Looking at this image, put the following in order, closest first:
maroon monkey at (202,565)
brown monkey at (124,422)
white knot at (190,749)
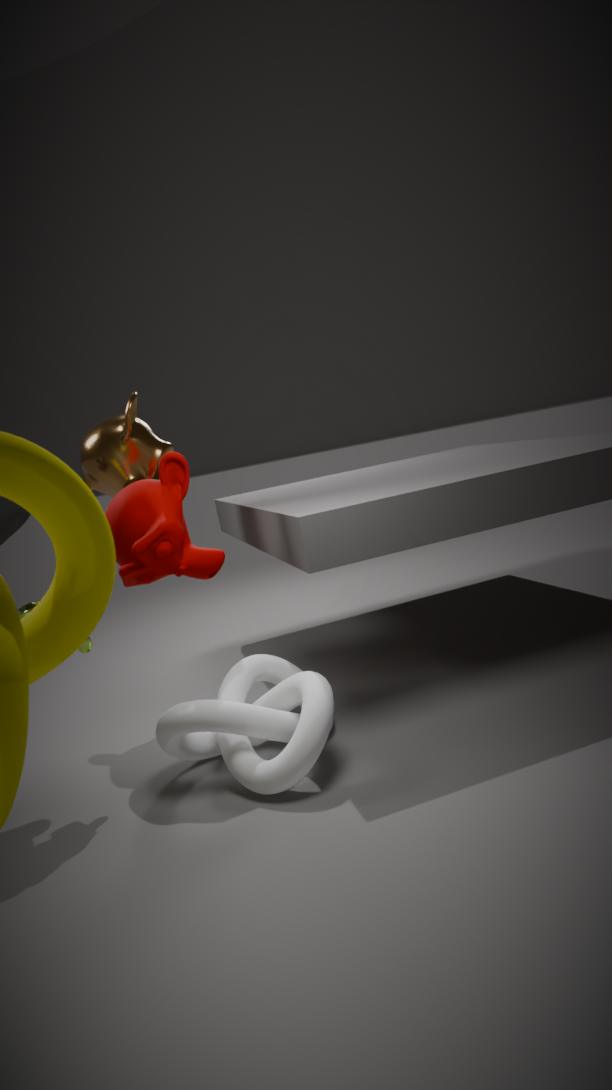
white knot at (190,749) < maroon monkey at (202,565) < brown monkey at (124,422)
